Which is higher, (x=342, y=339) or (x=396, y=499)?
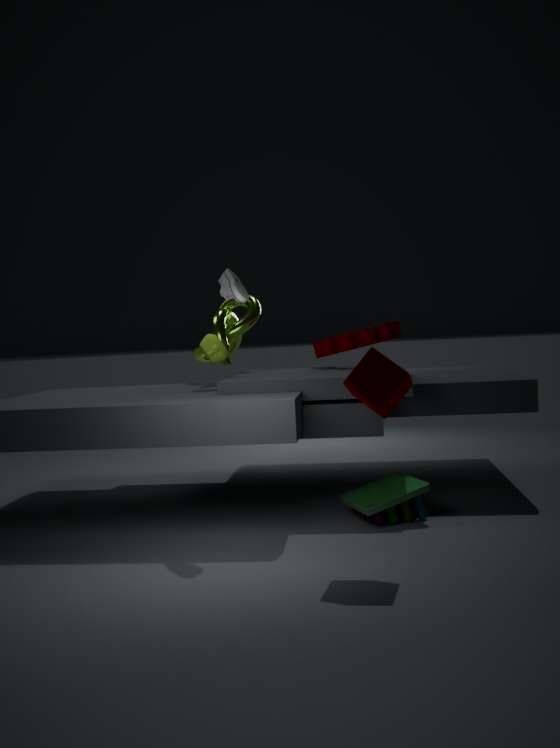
(x=342, y=339)
